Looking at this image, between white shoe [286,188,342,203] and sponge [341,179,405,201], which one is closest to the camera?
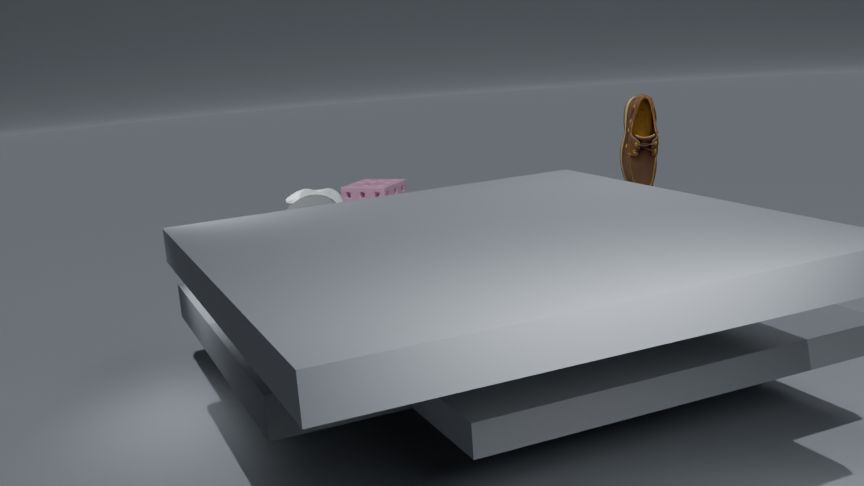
white shoe [286,188,342,203]
